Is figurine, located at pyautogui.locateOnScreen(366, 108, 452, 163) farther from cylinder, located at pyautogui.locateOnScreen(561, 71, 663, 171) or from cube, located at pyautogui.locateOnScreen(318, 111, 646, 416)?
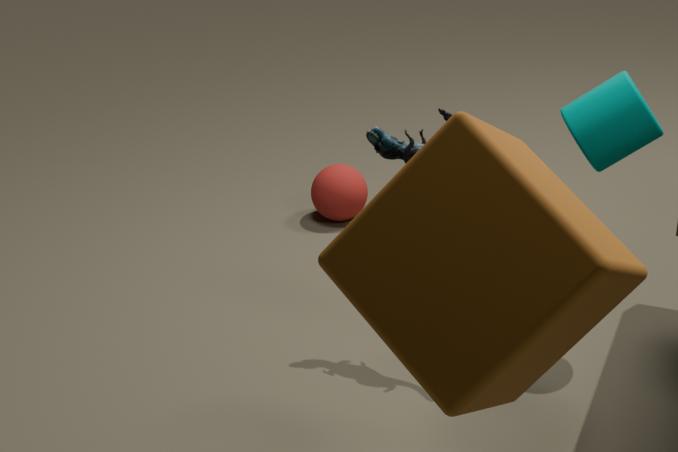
cube, located at pyautogui.locateOnScreen(318, 111, 646, 416)
